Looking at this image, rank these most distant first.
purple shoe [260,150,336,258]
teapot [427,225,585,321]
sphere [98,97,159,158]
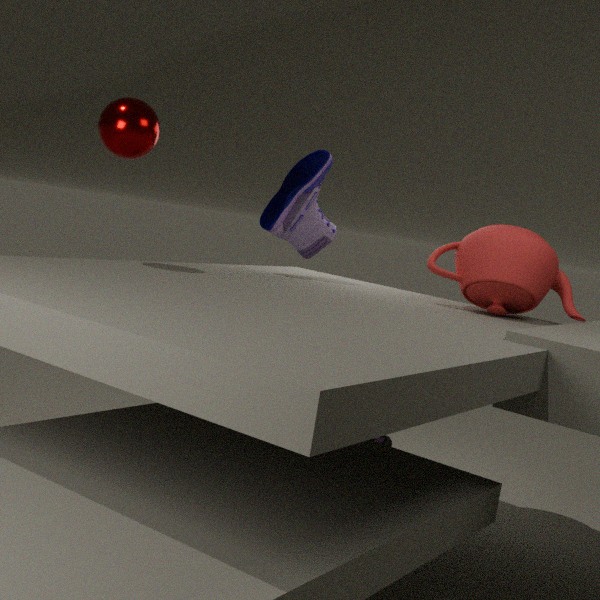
1. purple shoe [260,150,336,258]
2. teapot [427,225,585,321]
3. sphere [98,97,159,158]
